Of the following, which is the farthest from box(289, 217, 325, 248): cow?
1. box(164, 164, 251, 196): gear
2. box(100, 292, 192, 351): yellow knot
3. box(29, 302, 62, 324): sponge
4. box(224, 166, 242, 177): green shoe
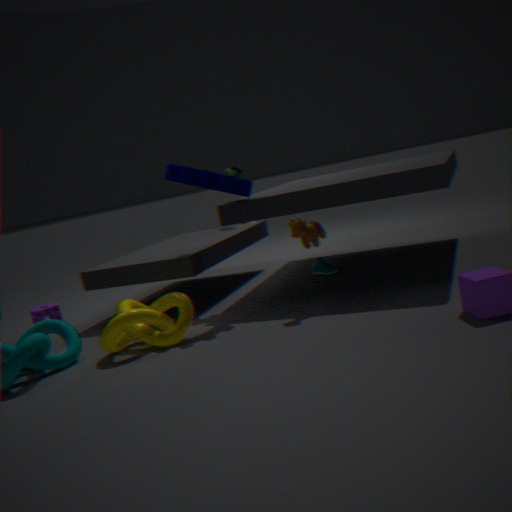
box(29, 302, 62, 324): sponge
